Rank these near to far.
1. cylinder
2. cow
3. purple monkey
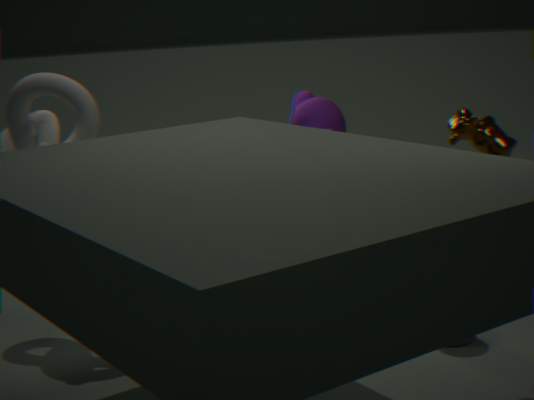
cow → cylinder → purple monkey
